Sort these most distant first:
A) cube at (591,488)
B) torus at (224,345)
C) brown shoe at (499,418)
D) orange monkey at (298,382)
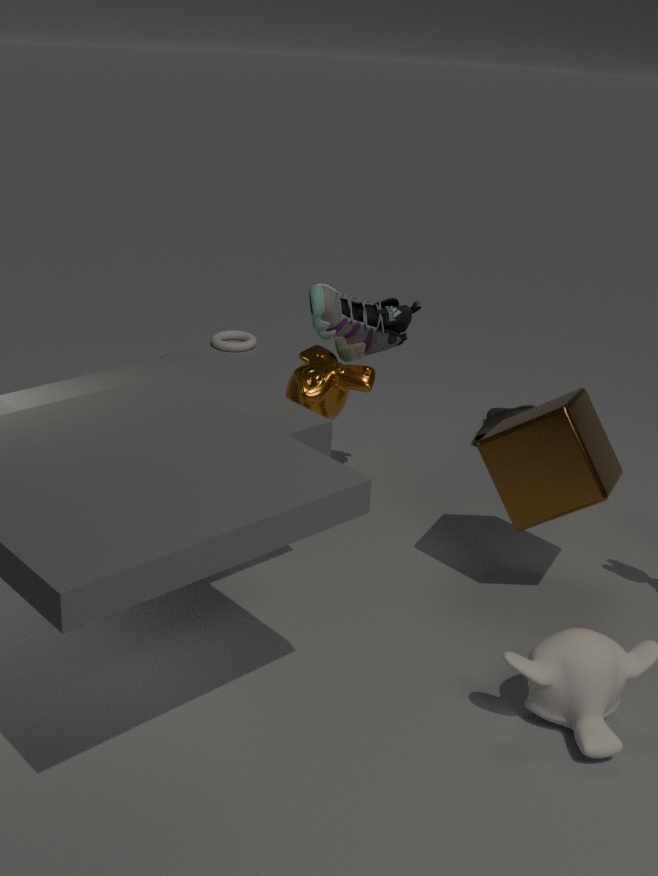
1. torus at (224,345)
2. brown shoe at (499,418)
3. orange monkey at (298,382)
4. cube at (591,488)
